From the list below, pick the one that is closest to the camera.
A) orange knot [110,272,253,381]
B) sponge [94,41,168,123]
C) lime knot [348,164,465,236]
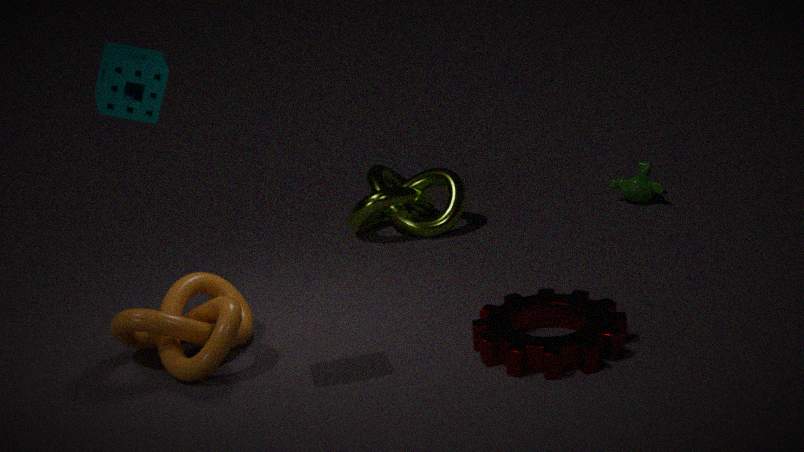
sponge [94,41,168,123]
